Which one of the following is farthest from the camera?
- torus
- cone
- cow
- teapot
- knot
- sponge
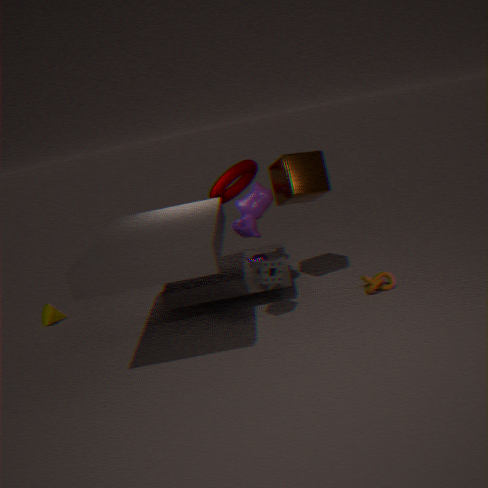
cone
